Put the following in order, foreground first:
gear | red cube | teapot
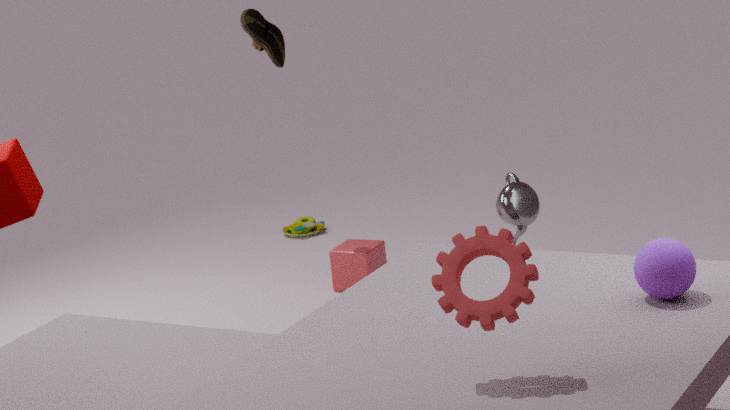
1. gear
2. teapot
3. red cube
